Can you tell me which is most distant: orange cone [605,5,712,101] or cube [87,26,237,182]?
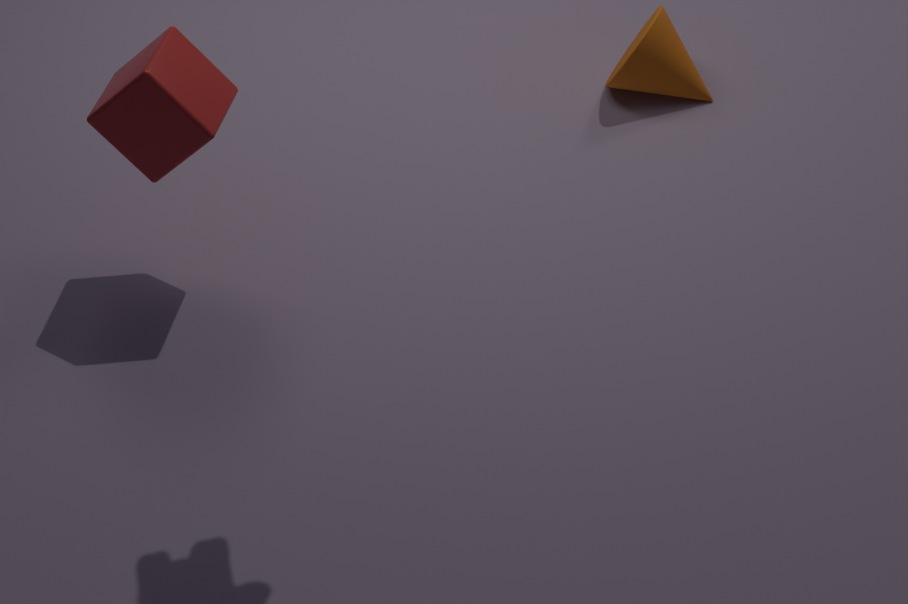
orange cone [605,5,712,101]
